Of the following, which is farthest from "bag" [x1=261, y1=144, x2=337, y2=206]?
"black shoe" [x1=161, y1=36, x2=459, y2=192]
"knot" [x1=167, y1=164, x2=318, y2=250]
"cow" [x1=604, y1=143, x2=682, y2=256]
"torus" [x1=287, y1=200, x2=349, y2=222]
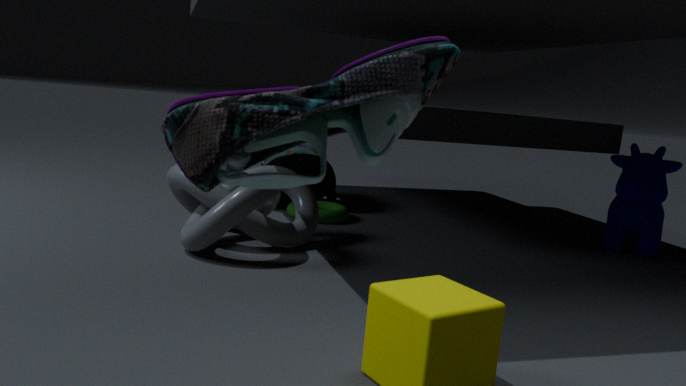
"black shoe" [x1=161, y1=36, x2=459, y2=192]
